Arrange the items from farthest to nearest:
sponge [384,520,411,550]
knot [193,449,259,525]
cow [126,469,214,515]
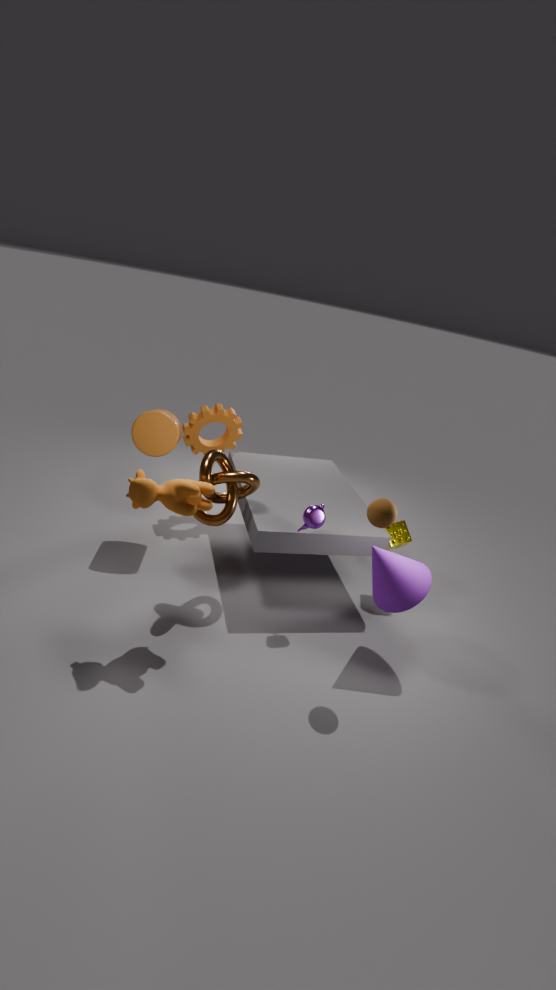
sponge [384,520,411,550] → knot [193,449,259,525] → cow [126,469,214,515]
